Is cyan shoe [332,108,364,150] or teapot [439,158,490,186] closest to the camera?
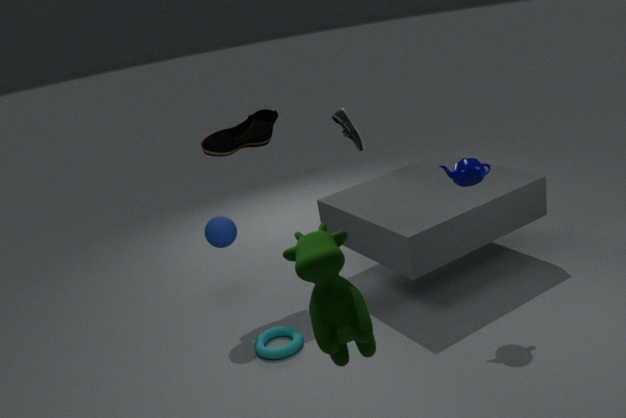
teapot [439,158,490,186]
